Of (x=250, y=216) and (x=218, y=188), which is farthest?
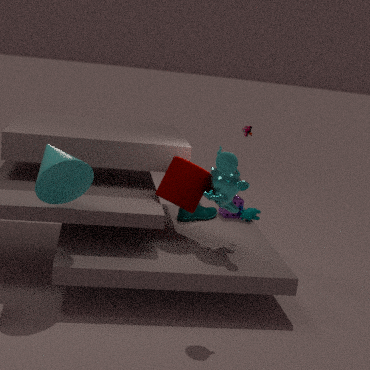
(x=250, y=216)
